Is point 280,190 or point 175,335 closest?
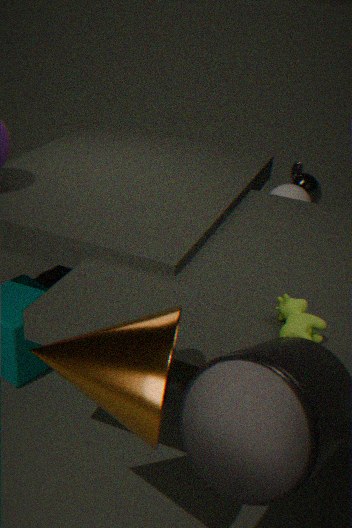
point 175,335
